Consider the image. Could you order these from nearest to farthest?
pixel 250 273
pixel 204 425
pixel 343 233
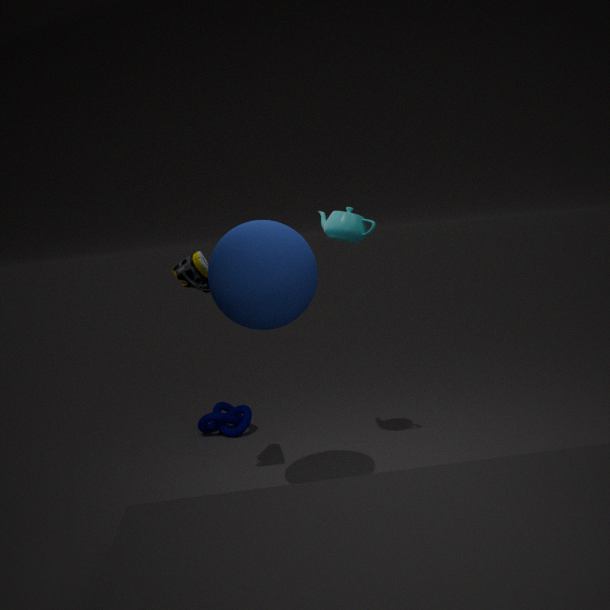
pixel 250 273
pixel 343 233
pixel 204 425
